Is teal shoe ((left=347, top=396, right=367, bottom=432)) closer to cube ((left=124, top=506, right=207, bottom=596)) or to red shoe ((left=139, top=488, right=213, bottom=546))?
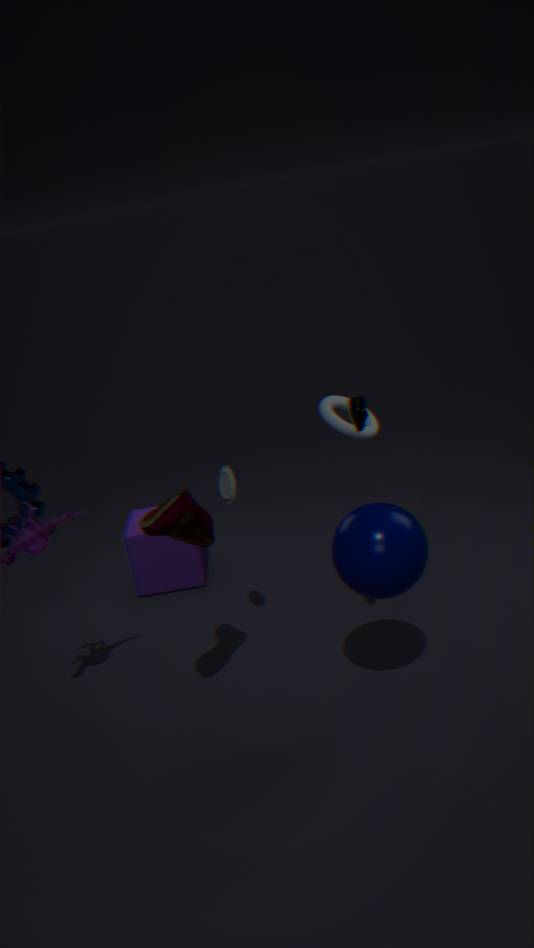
red shoe ((left=139, top=488, right=213, bottom=546))
